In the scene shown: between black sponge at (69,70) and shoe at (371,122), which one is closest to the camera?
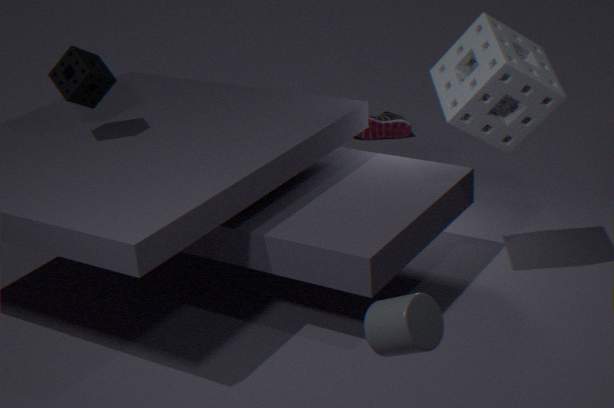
black sponge at (69,70)
